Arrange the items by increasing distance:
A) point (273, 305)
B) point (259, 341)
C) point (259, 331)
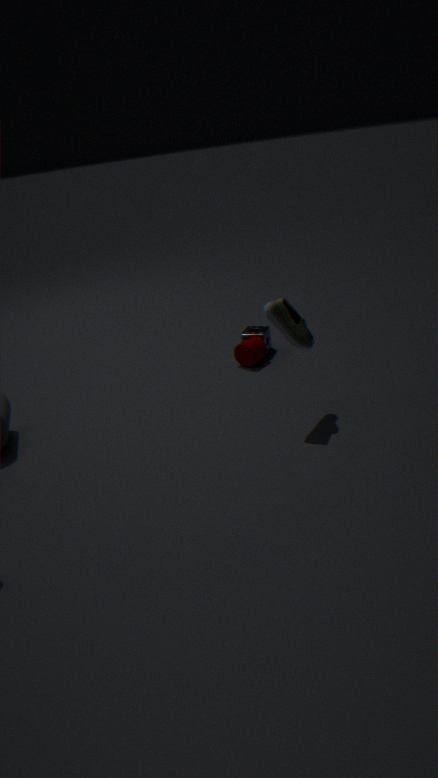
point (273, 305) → point (259, 341) → point (259, 331)
